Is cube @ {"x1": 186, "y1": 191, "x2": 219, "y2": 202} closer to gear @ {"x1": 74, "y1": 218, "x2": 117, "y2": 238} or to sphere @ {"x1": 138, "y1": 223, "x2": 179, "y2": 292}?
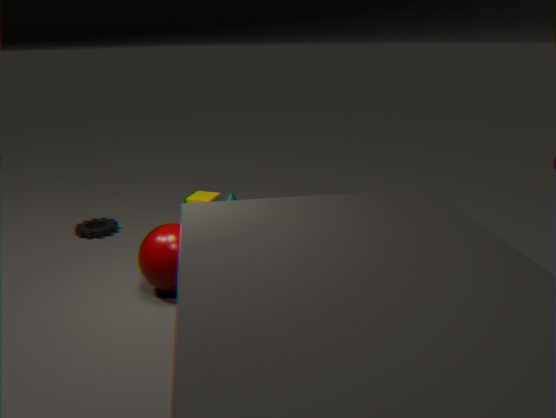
gear @ {"x1": 74, "y1": 218, "x2": 117, "y2": 238}
